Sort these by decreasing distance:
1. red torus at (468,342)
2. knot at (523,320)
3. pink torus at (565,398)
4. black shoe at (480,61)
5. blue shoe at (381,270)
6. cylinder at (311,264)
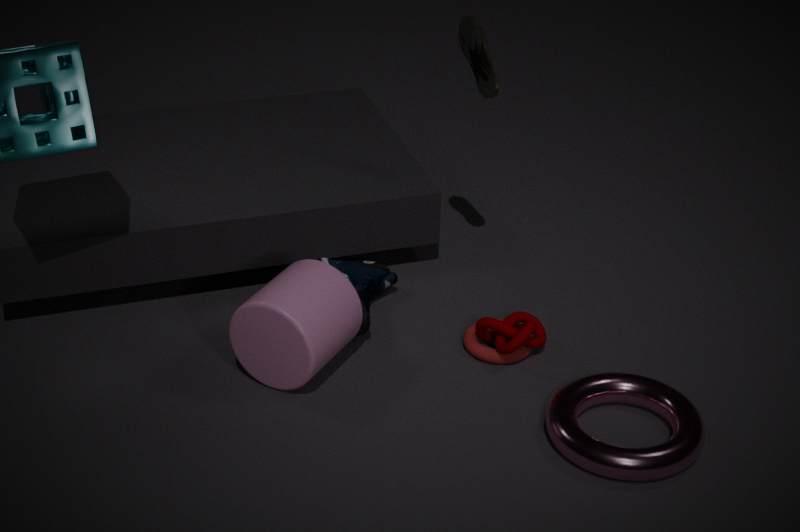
black shoe at (480,61)
blue shoe at (381,270)
red torus at (468,342)
knot at (523,320)
cylinder at (311,264)
pink torus at (565,398)
